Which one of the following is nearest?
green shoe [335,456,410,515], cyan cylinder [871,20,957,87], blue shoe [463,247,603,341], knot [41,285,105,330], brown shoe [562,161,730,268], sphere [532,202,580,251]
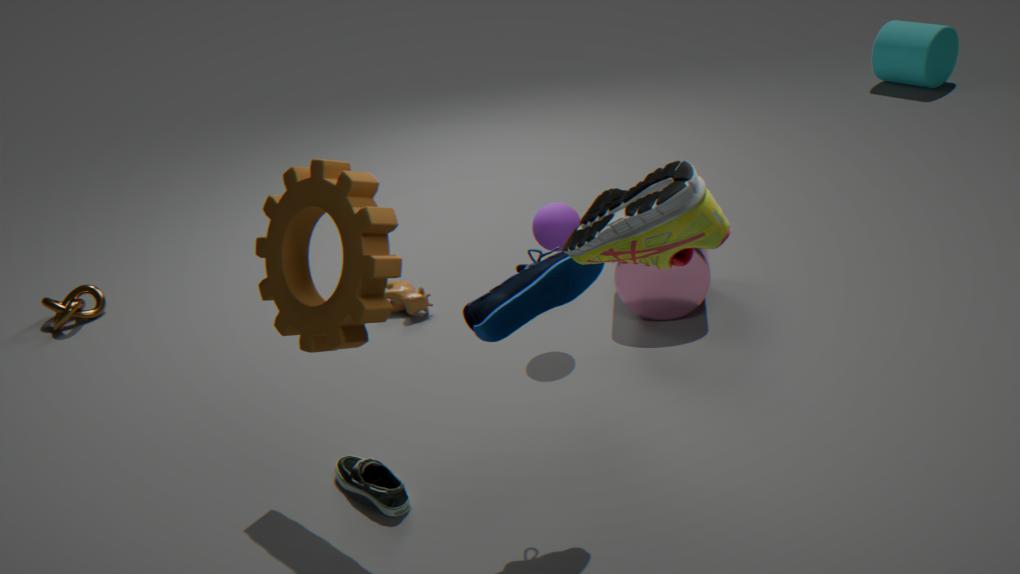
brown shoe [562,161,730,268]
